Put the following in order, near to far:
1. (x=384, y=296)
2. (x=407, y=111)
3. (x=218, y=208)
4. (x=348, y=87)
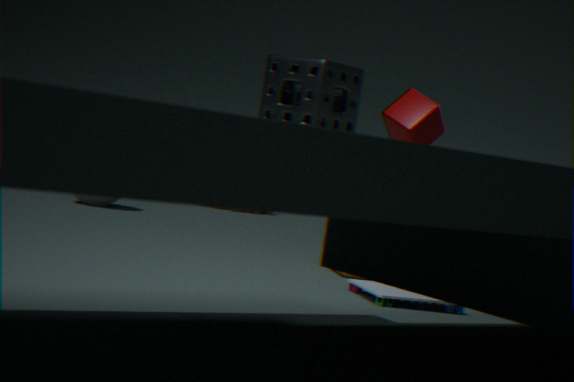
(x=348, y=87) < (x=384, y=296) < (x=407, y=111) < (x=218, y=208)
